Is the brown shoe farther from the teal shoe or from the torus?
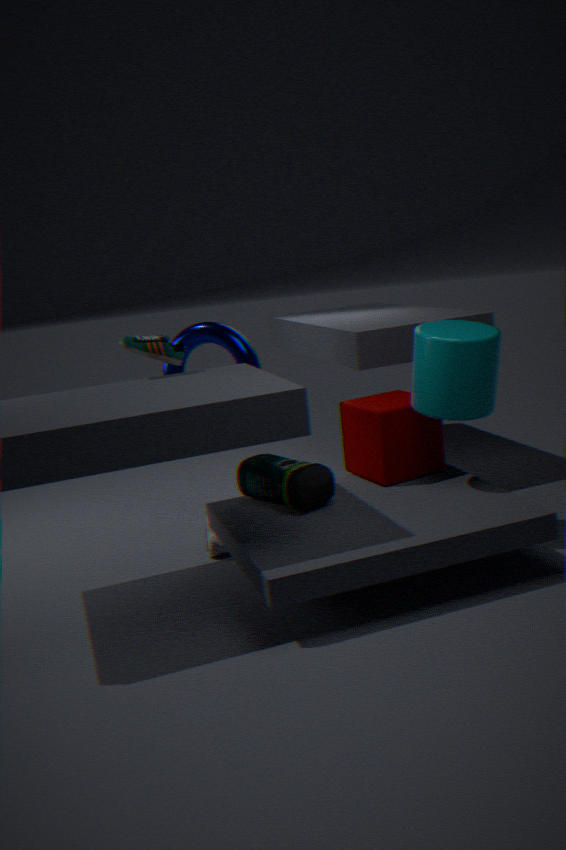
the teal shoe
